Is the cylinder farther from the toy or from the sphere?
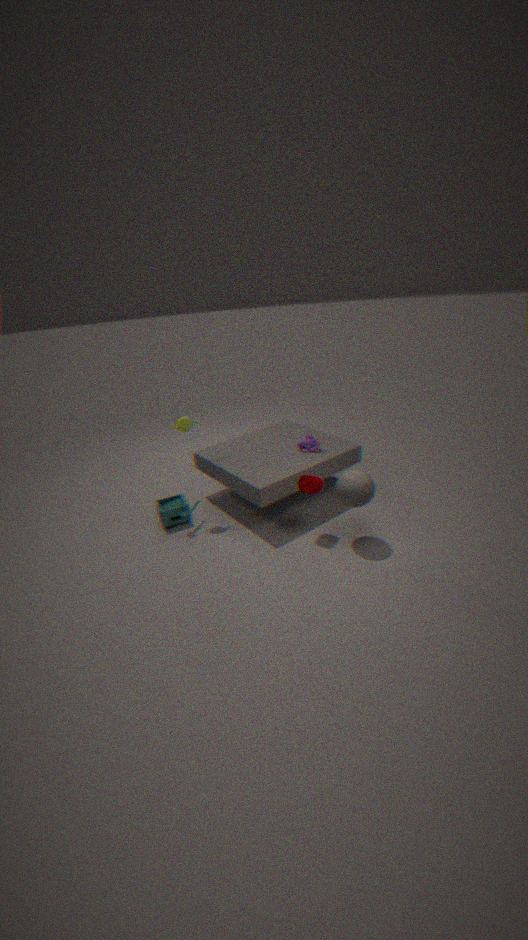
the toy
